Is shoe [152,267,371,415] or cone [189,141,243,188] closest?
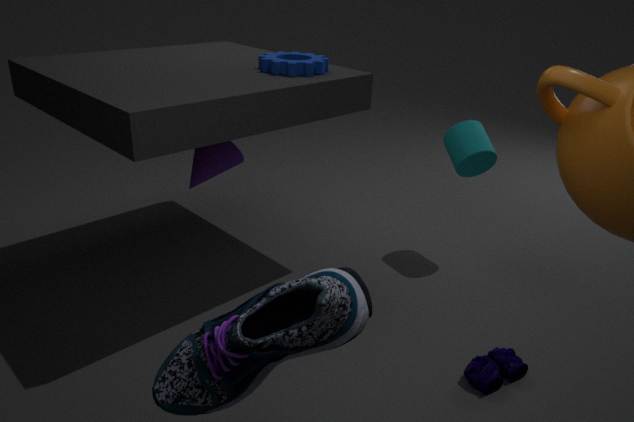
shoe [152,267,371,415]
